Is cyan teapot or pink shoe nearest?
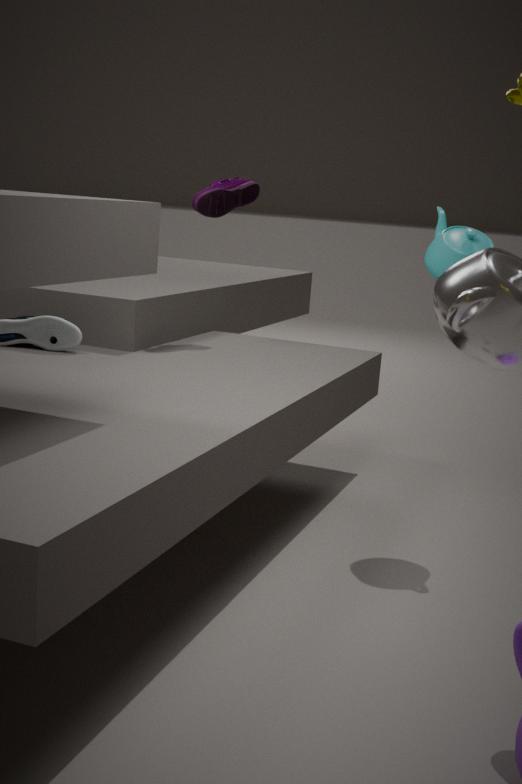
cyan teapot
